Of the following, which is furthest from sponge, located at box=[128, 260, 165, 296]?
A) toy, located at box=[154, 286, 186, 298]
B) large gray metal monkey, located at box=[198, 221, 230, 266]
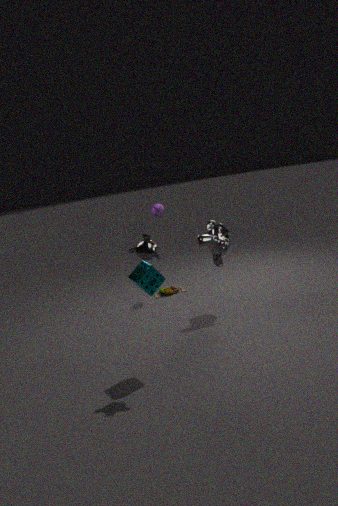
toy, located at box=[154, 286, 186, 298]
